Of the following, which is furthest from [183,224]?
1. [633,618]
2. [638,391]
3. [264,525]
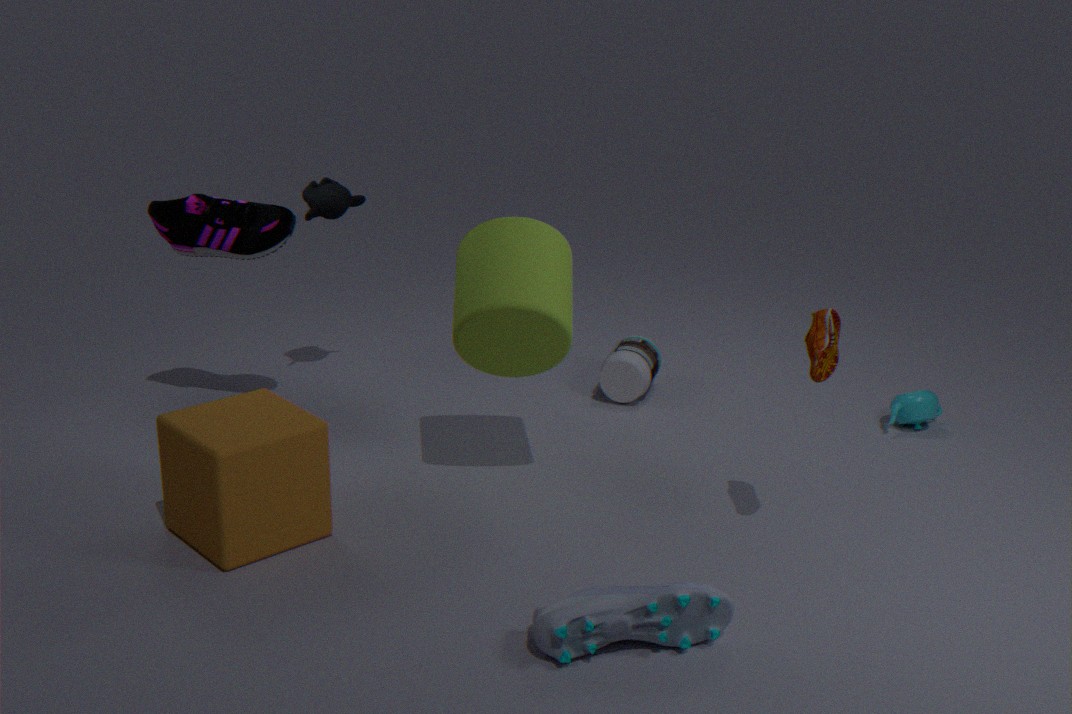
[633,618]
